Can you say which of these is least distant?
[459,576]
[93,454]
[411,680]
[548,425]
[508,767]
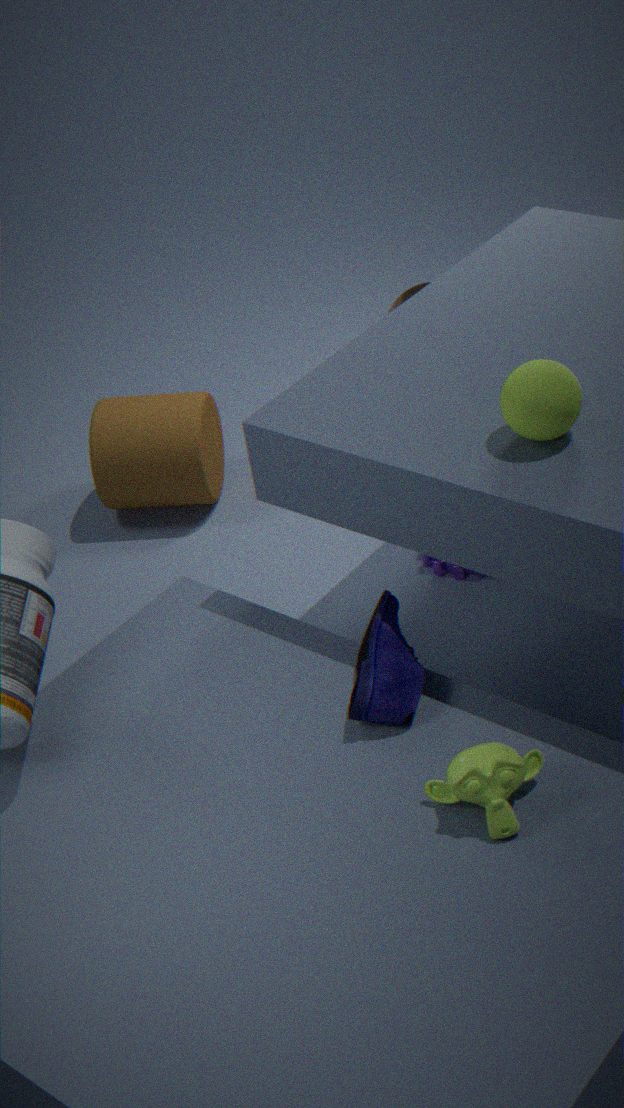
[508,767]
